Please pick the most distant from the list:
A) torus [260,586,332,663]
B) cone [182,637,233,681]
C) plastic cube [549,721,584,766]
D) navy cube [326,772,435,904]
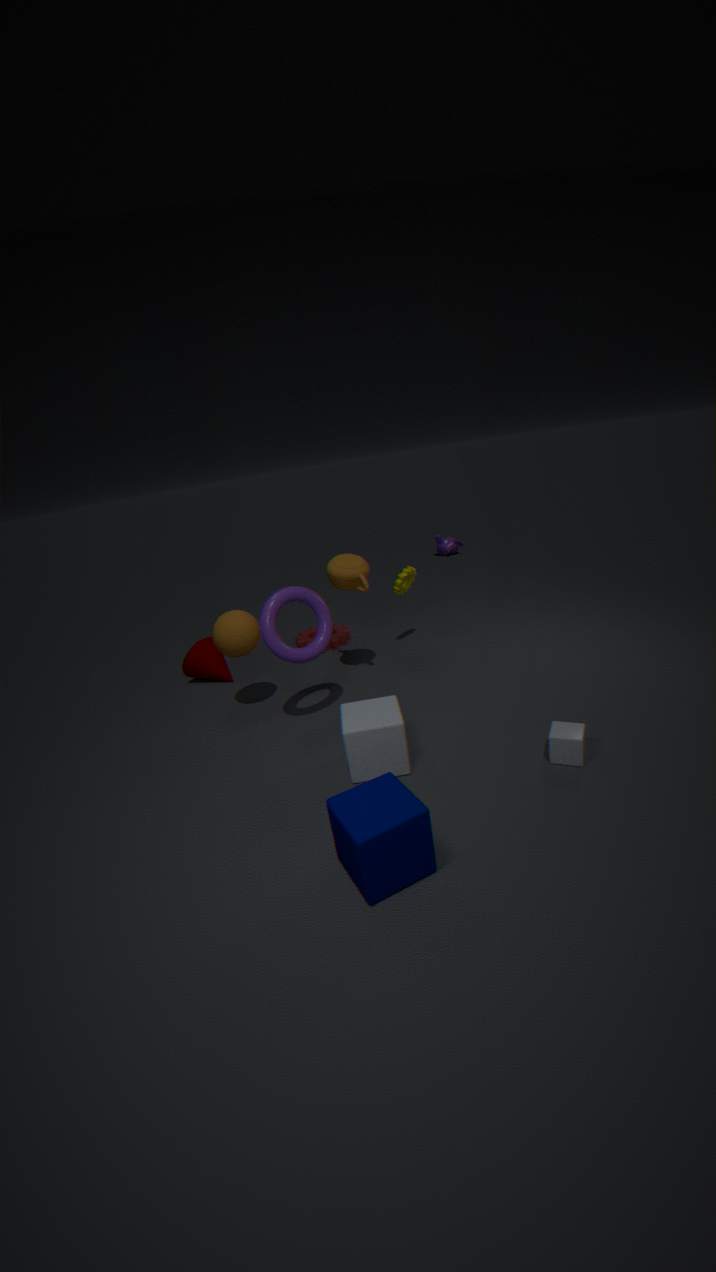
cone [182,637,233,681]
